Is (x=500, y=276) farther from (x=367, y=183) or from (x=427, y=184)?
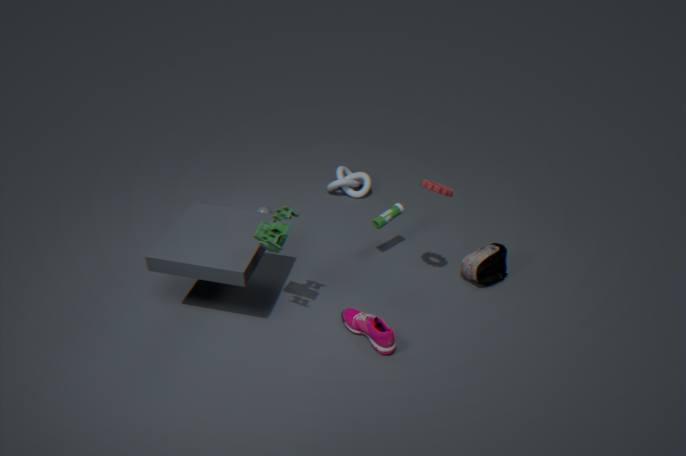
(x=367, y=183)
